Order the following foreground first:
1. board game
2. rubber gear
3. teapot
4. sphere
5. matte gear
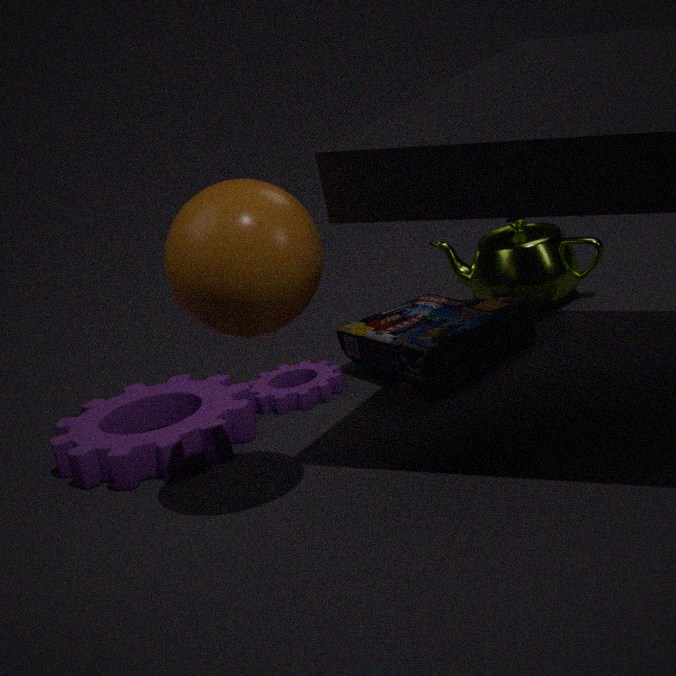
sphere → matte gear → board game → rubber gear → teapot
